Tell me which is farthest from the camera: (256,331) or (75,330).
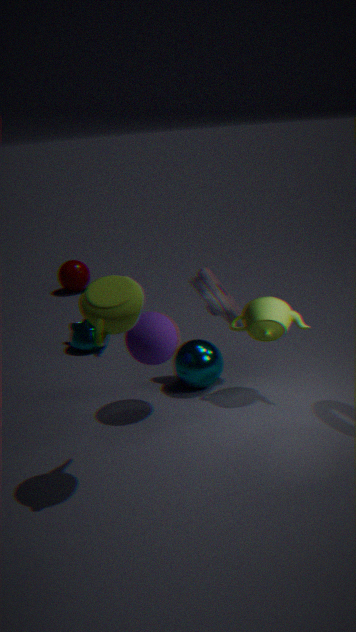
(75,330)
